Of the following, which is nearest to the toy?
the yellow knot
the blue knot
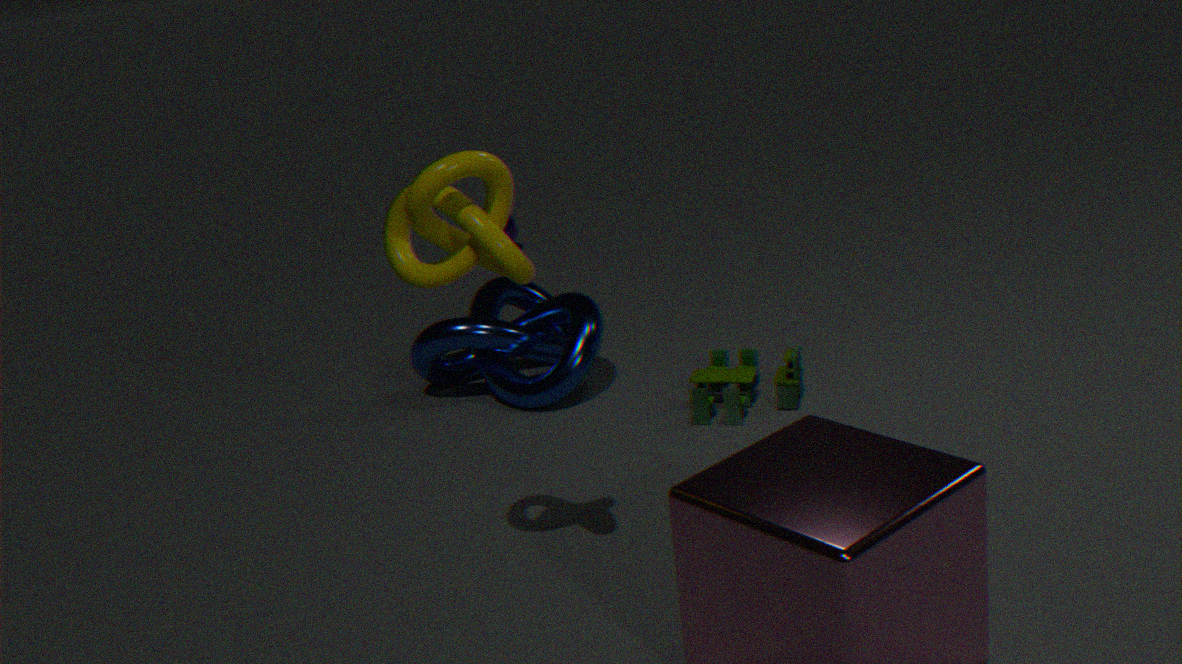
the blue knot
